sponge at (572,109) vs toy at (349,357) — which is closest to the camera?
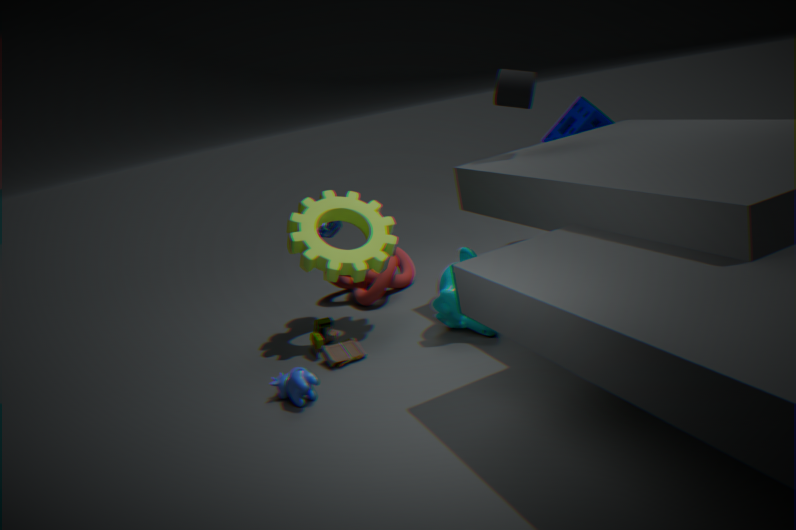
toy at (349,357)
